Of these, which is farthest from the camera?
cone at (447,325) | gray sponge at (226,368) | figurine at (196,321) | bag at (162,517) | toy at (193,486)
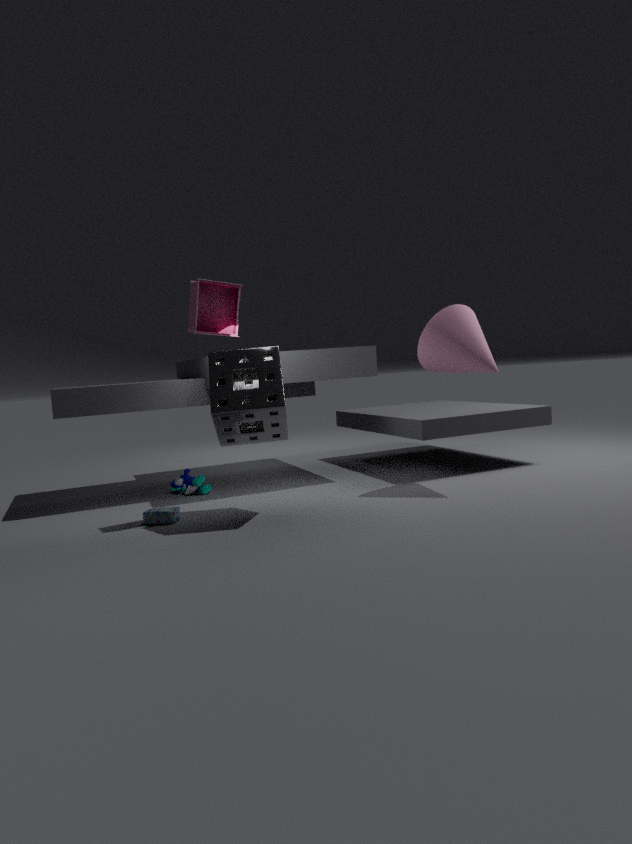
toy at (193,486)
